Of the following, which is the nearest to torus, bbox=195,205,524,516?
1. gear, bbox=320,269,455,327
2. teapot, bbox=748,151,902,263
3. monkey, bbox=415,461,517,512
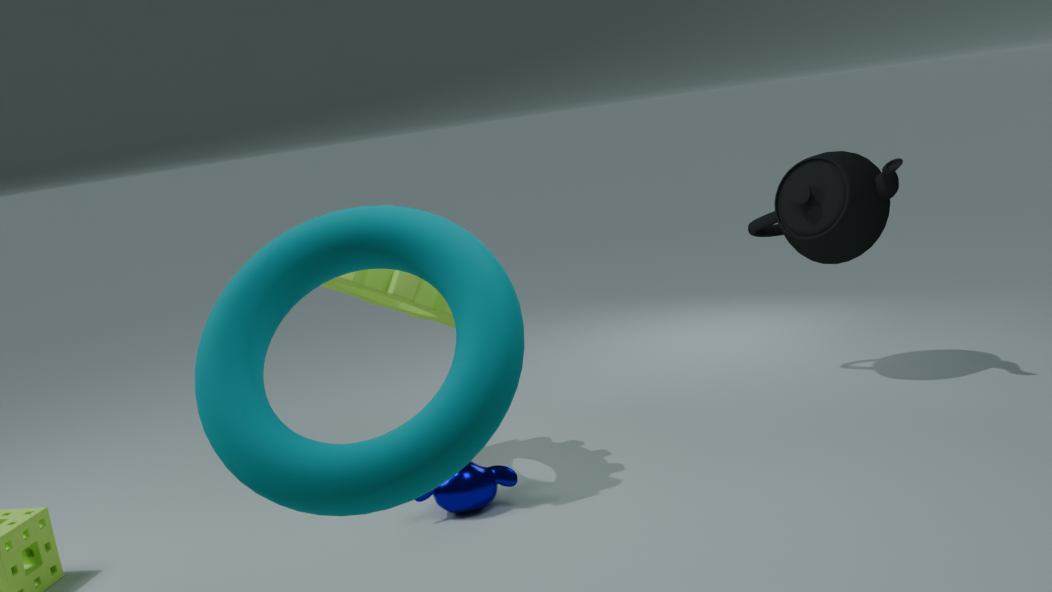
gear, bbox=320,269,455,327
